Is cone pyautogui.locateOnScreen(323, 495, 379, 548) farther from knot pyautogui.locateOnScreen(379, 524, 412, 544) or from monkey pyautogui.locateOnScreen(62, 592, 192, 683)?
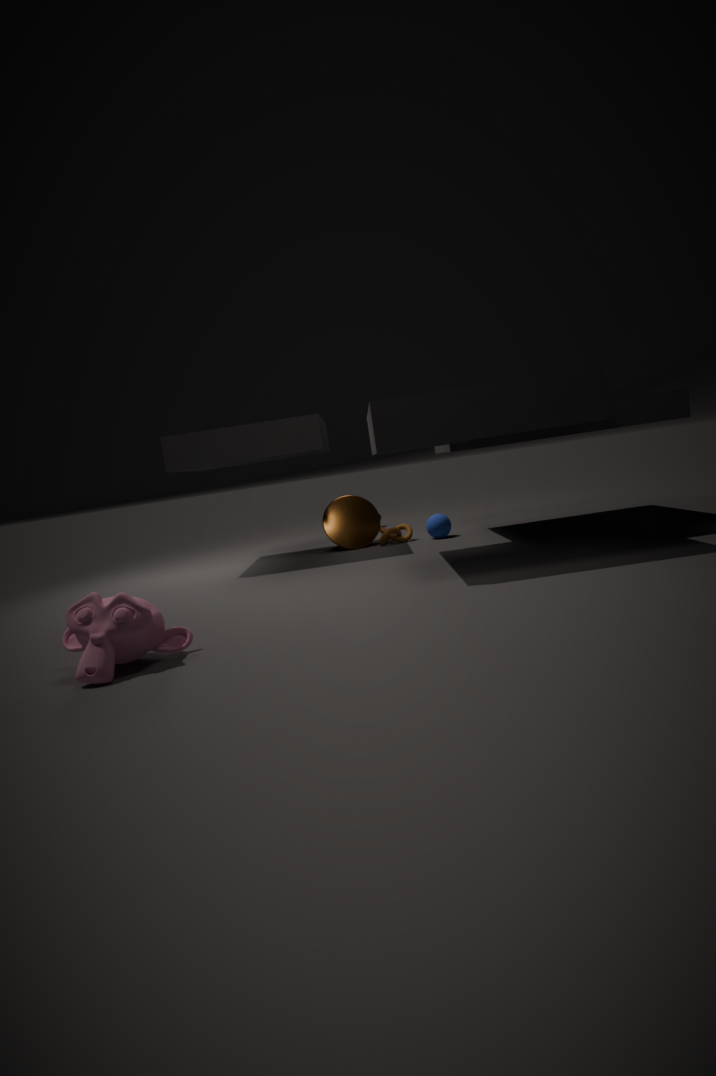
monkey pyautogui.locateOnScreen(62, 592, 192, 683)
